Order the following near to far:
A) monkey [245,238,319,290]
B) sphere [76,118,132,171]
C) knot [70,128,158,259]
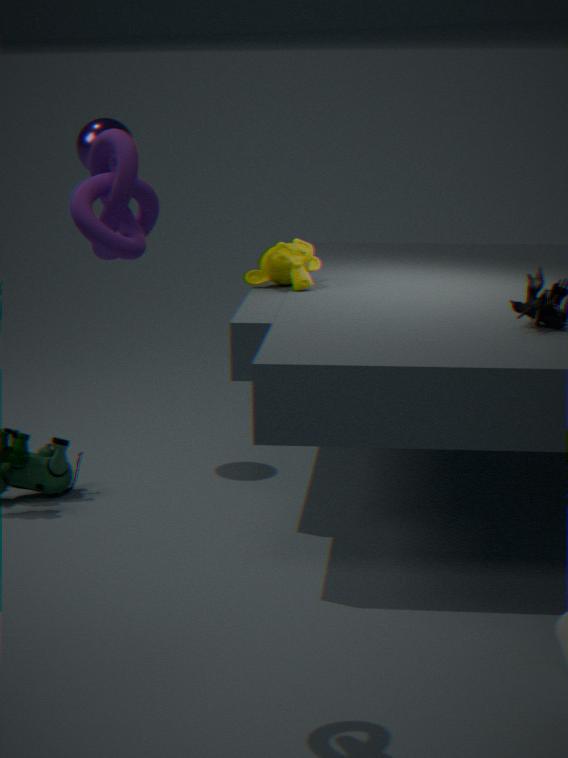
1. knot [70,128,158,259]
2. monkey [245,238,319,290]
3. sphere [76,118,132,171]
